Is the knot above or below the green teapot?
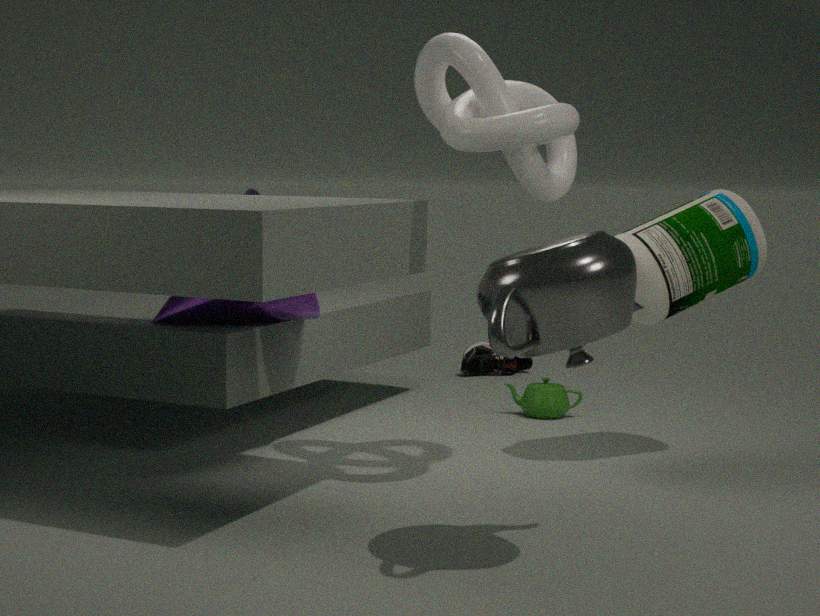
above
